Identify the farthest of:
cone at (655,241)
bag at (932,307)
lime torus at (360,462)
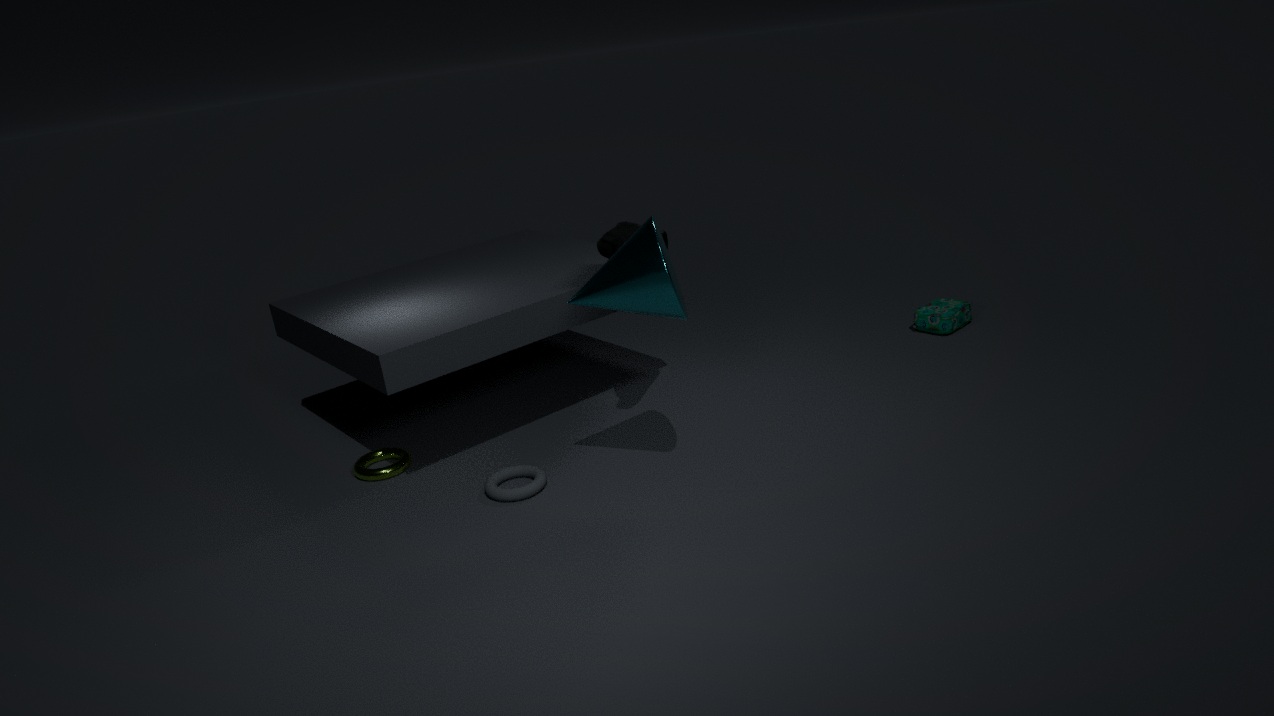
bag at (932,307)
